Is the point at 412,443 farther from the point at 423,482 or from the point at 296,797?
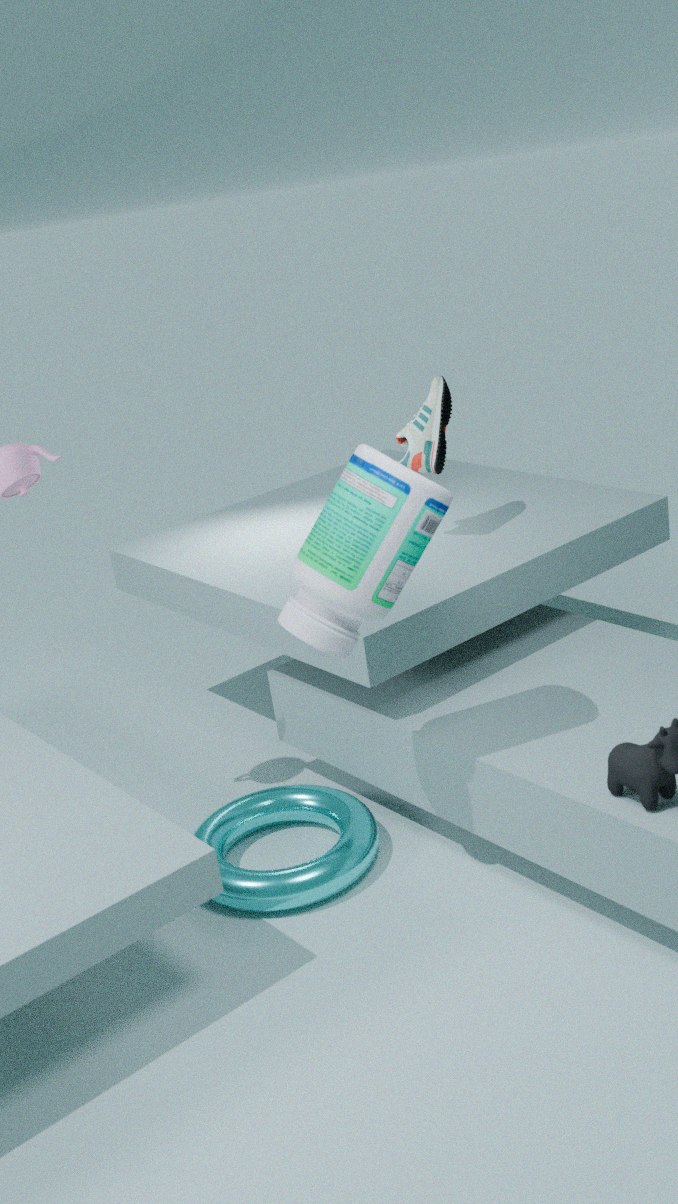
the point at 296,797
